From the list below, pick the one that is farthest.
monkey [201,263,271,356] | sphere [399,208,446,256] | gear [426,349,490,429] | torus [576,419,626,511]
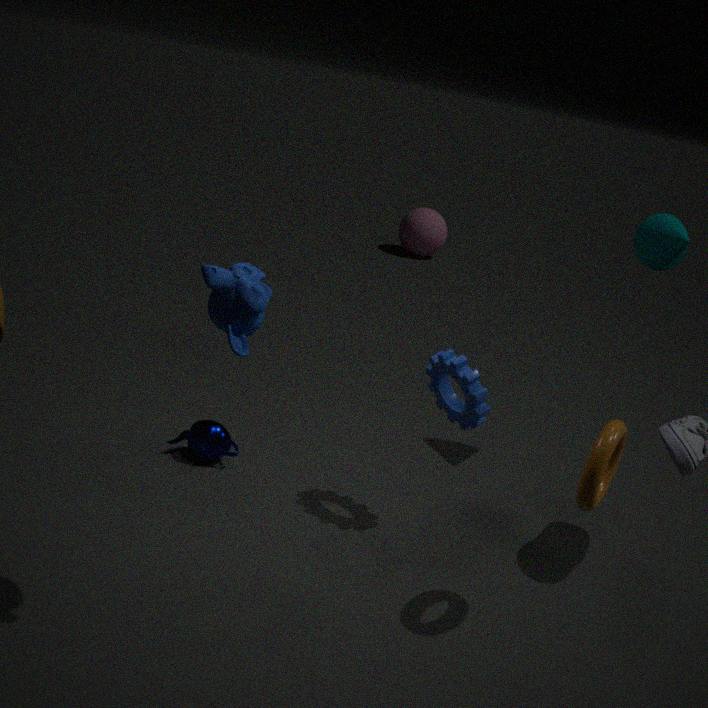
sphere [399,208,446,256]
